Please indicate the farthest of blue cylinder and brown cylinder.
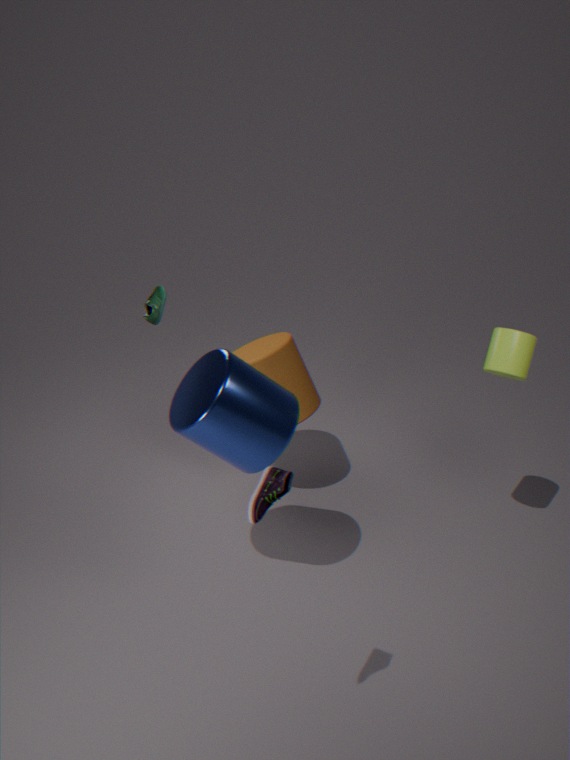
brown cylinder
